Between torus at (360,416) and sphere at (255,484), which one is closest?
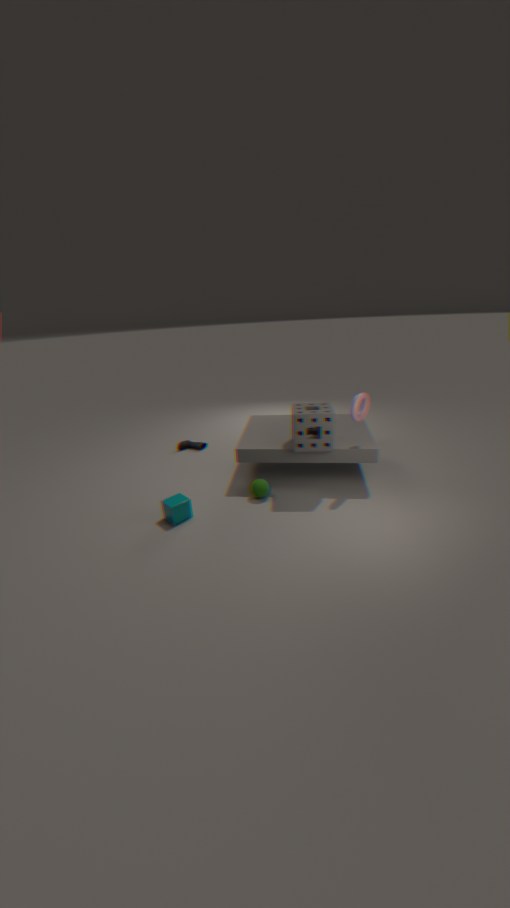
torus at (360,416)
